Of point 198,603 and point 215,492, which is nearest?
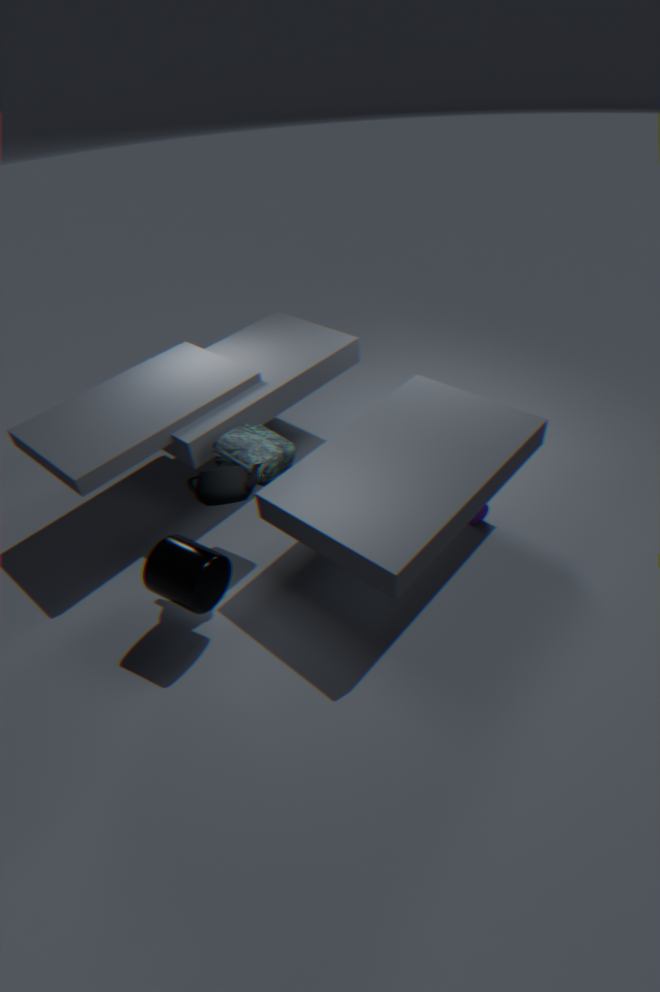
point 198,603
